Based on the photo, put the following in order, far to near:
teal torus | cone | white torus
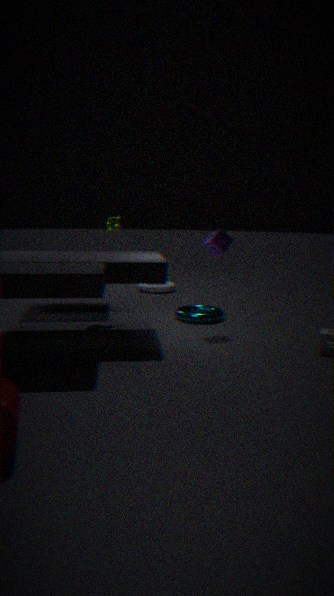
white torus < teal torus < cone
